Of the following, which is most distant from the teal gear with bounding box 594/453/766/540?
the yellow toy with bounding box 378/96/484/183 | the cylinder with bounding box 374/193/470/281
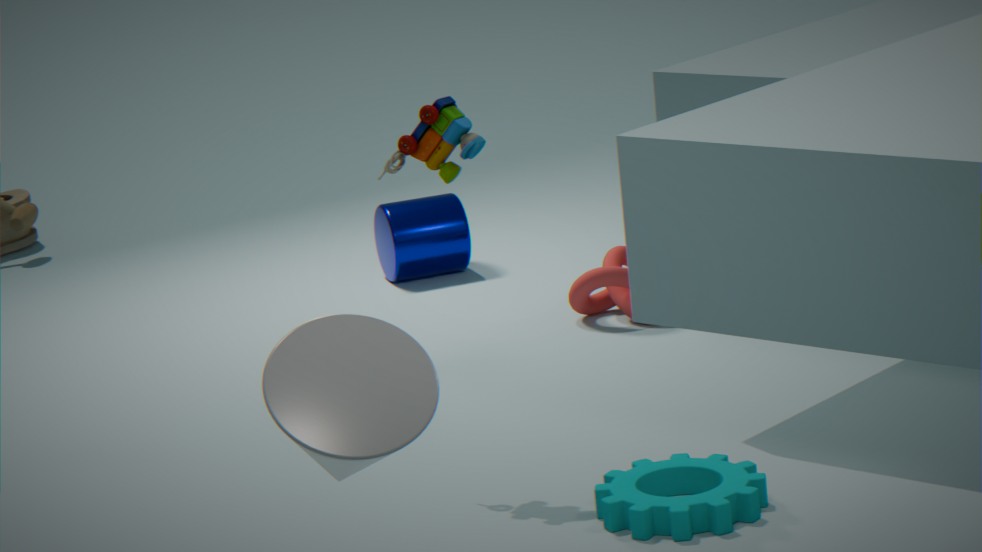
the cylinder with bounding box 374/193/470/281
